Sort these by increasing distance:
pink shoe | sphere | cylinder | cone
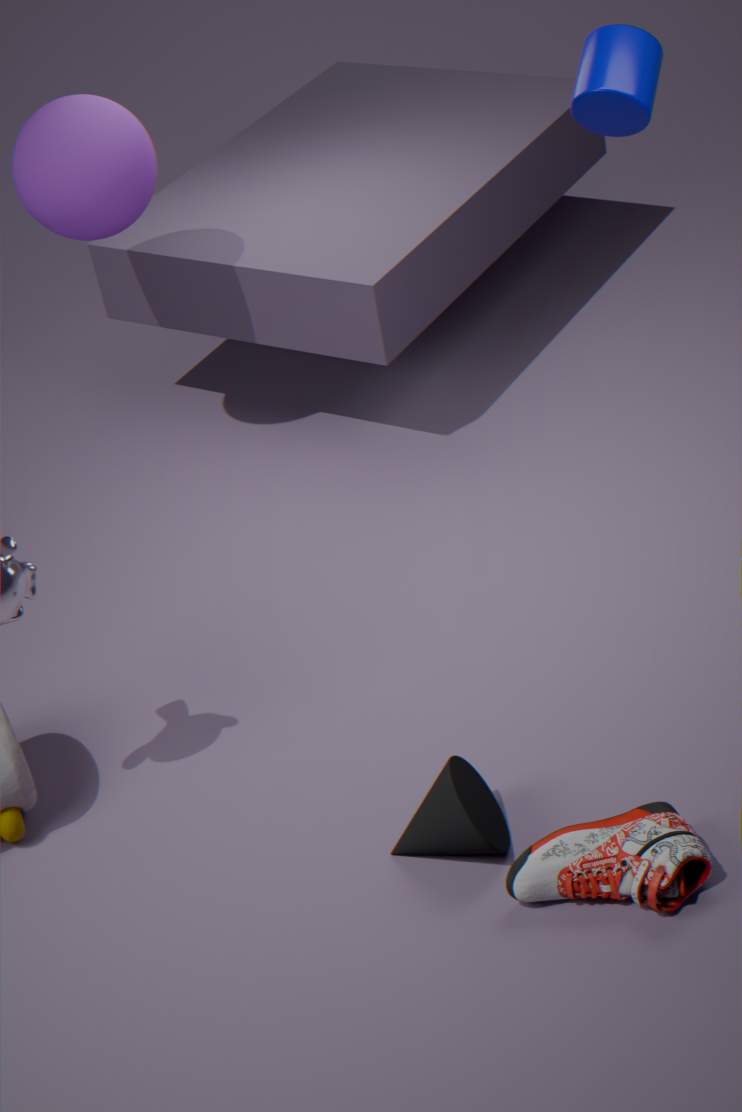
pink shoe
cone
cylinder
sphere
